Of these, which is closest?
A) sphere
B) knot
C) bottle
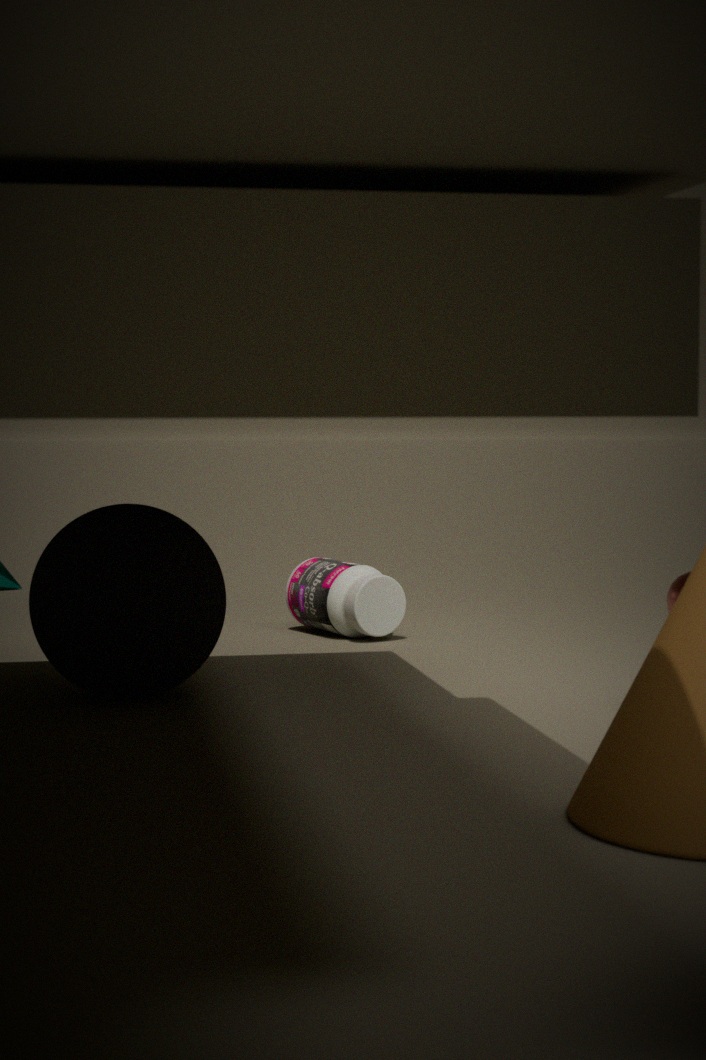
knot
